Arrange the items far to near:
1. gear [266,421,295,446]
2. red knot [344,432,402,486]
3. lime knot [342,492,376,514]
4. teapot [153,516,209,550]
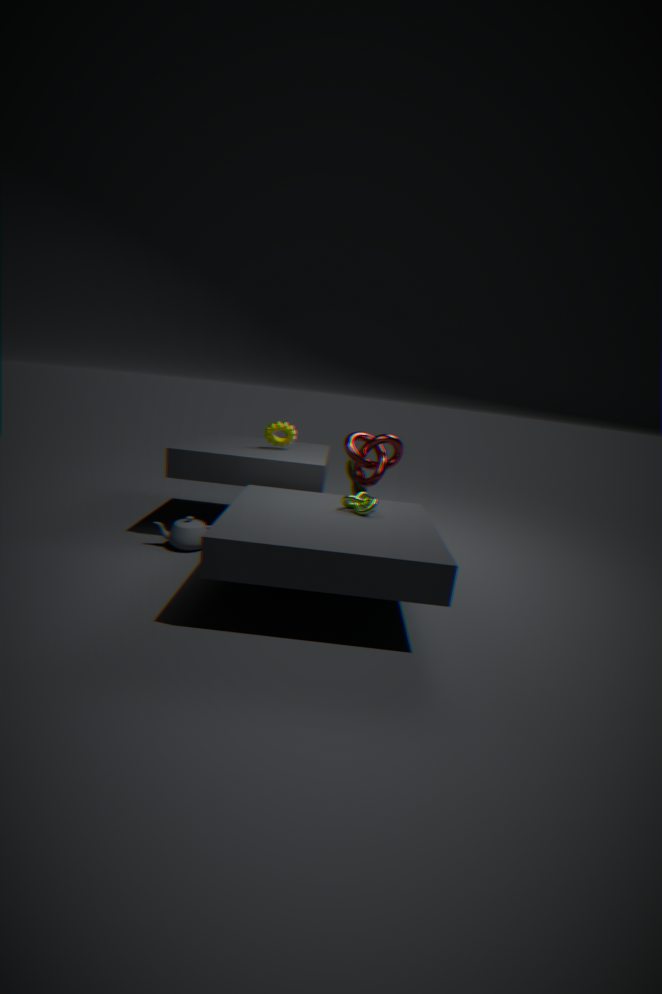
gear [266,421,295,446] < red knot [344,432,402,486] < teapot [153,516,209,550] < lime knot [342,492,376,514]
